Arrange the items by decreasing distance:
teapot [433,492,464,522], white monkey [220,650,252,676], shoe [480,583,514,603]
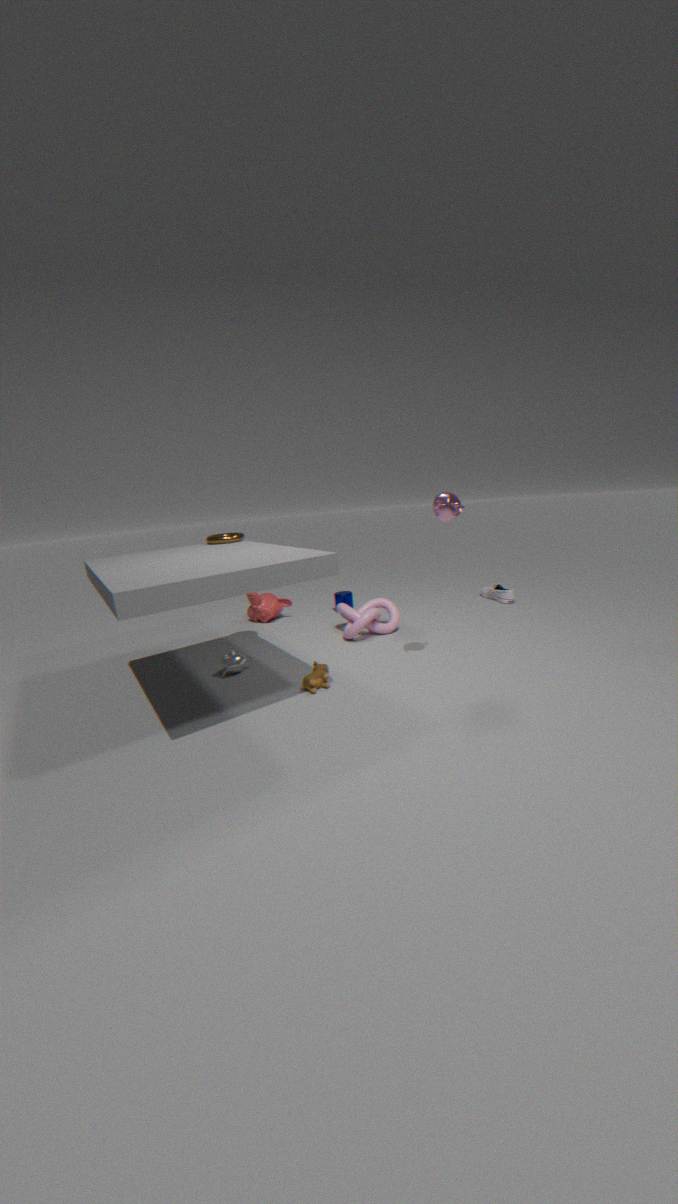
shoe [480,583,514,603]
white monkey [220,650,252,676]
teapot [433,492,464,522]
